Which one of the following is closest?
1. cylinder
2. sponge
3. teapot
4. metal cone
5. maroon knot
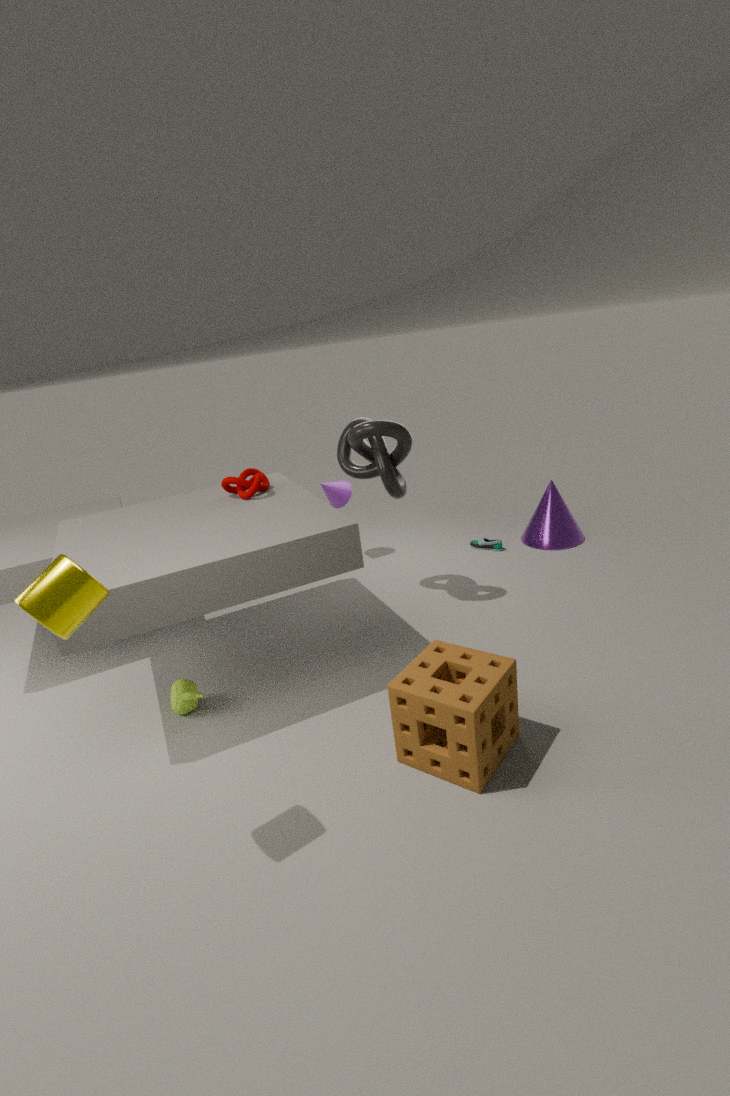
cylinder
